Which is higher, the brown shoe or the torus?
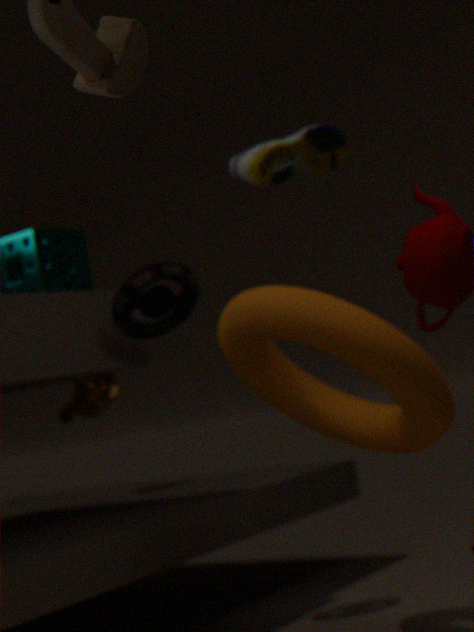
the brown shoe
